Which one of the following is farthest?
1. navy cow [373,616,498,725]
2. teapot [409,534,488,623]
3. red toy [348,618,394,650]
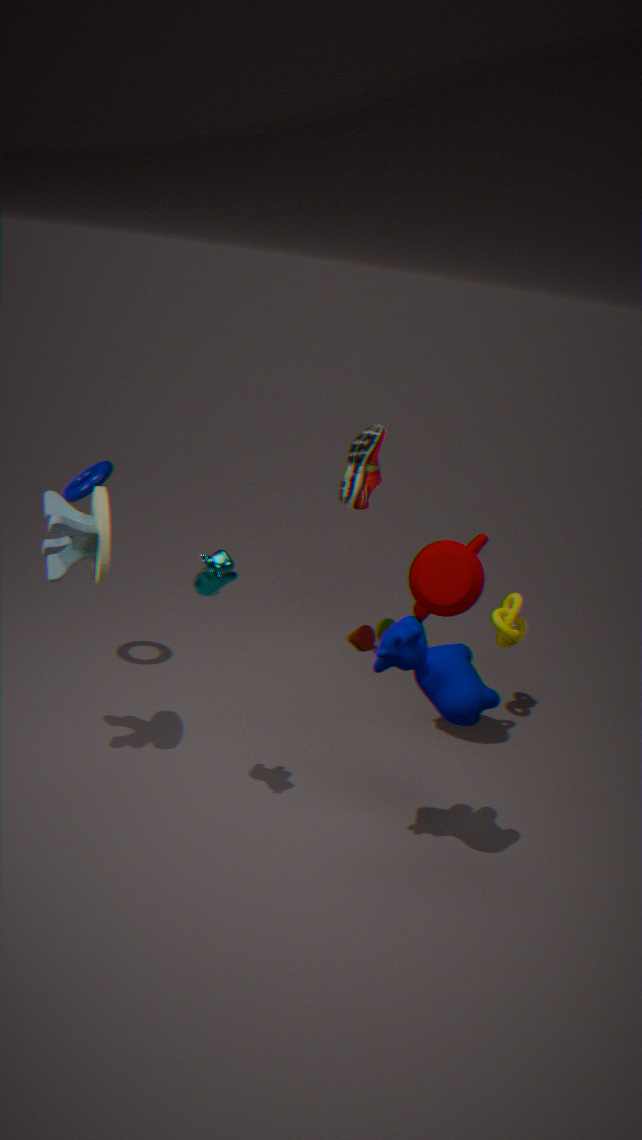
red toy [348,618,394,650]
